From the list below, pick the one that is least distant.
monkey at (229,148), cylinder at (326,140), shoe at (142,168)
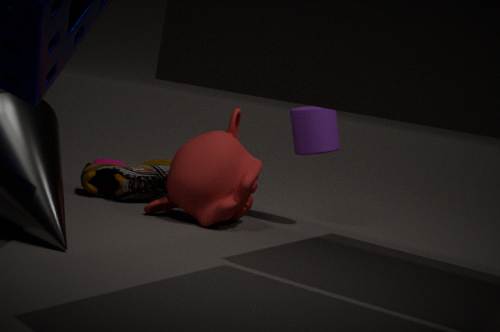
monkey at (229,148)
